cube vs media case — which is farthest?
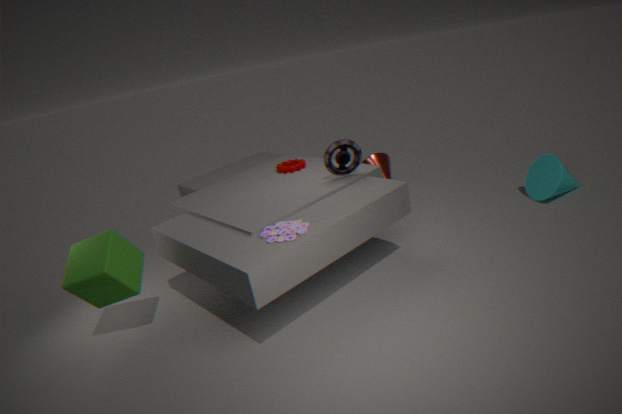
media case
